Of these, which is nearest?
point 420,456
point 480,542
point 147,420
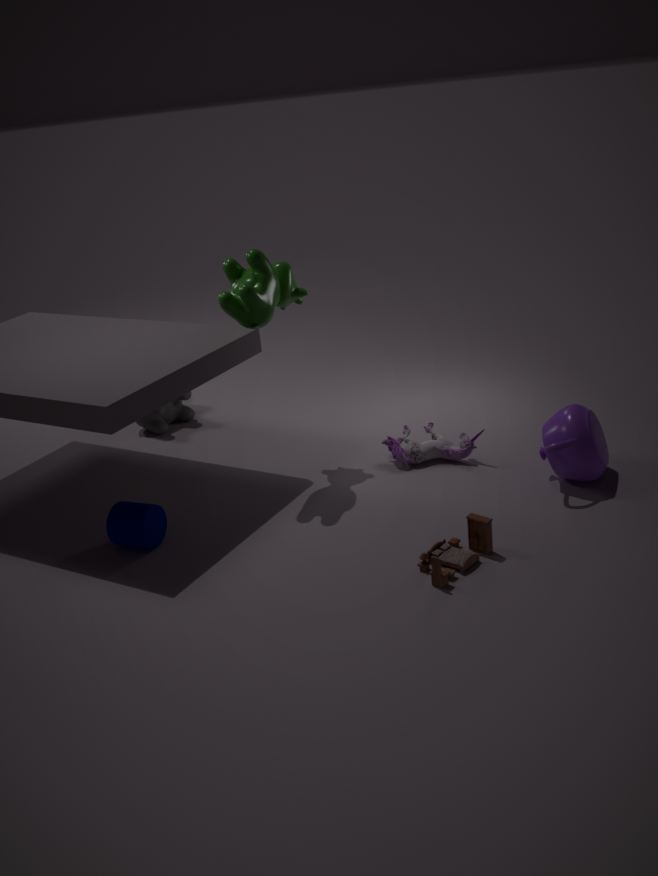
point 480,542
